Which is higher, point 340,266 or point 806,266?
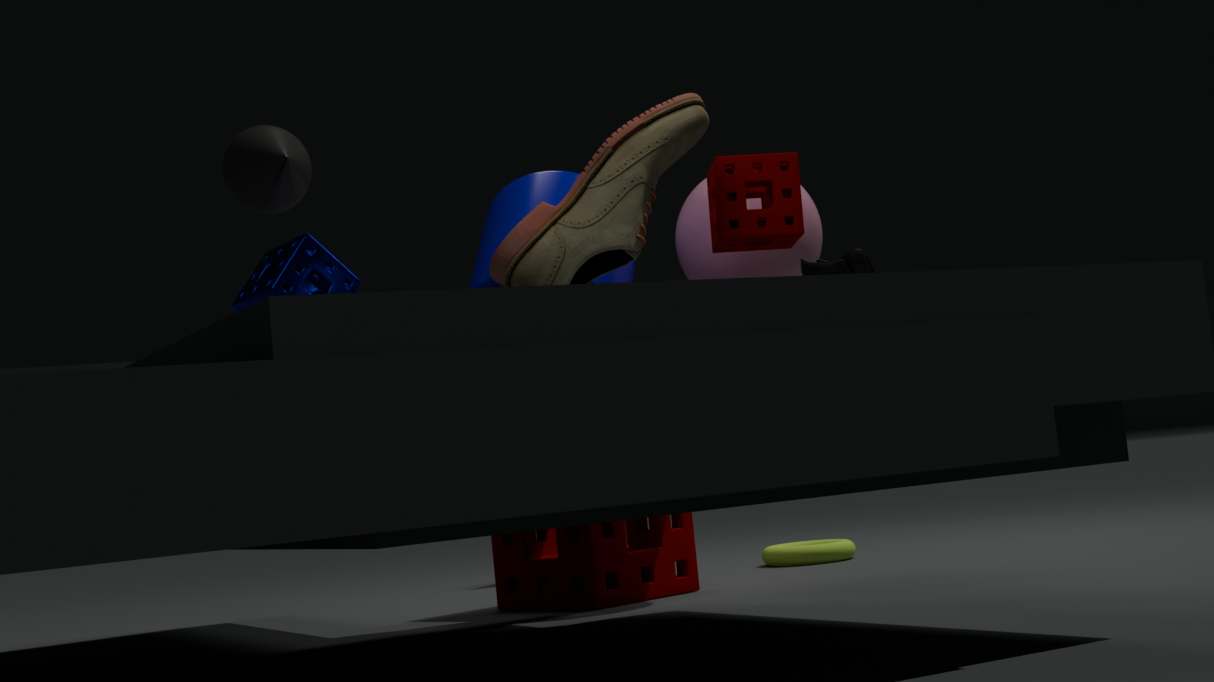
point 340,266
